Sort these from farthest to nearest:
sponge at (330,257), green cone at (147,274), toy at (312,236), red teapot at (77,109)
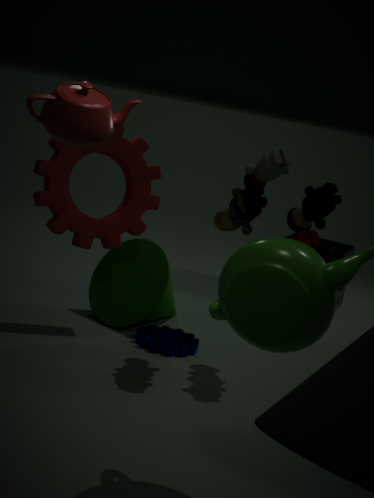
sponge at (330,257), green cone at (147,274), toy at (312,236), red teapot at (77,109)
